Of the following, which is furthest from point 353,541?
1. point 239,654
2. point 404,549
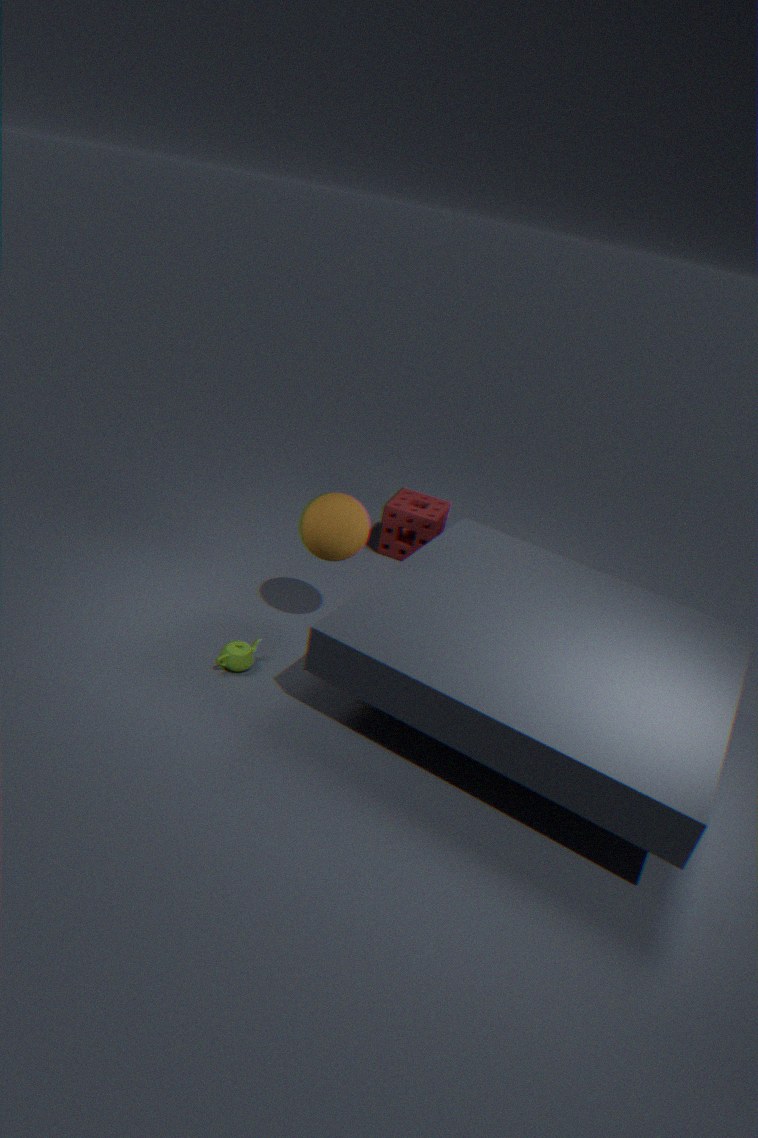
point 404,549
